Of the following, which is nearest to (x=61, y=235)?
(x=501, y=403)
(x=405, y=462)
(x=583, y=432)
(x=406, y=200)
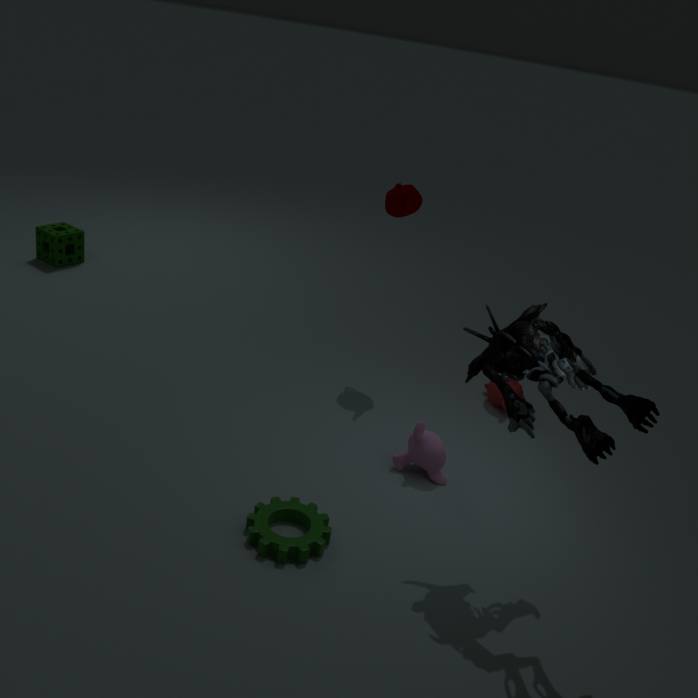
(x=406, y=200)
